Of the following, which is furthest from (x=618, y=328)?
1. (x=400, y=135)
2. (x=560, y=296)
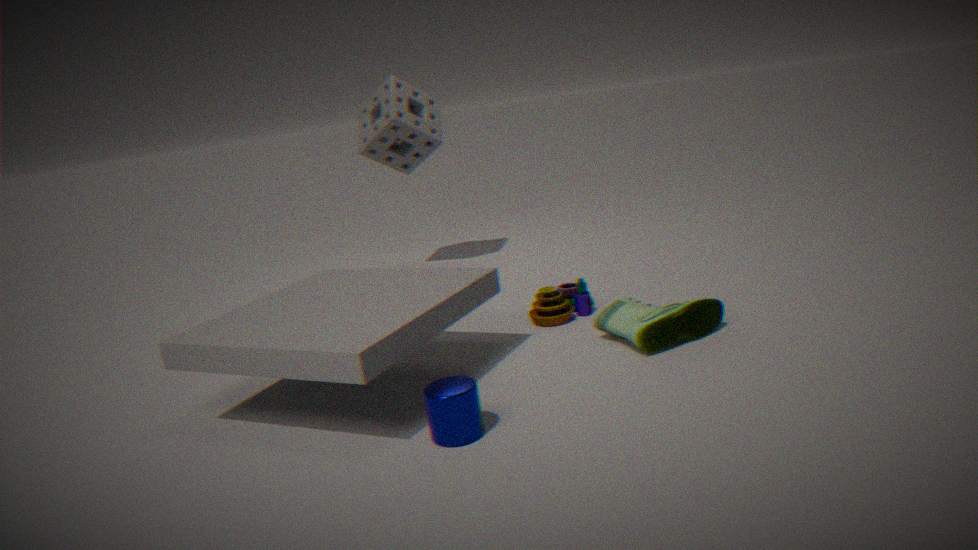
(x=400, y=135)
